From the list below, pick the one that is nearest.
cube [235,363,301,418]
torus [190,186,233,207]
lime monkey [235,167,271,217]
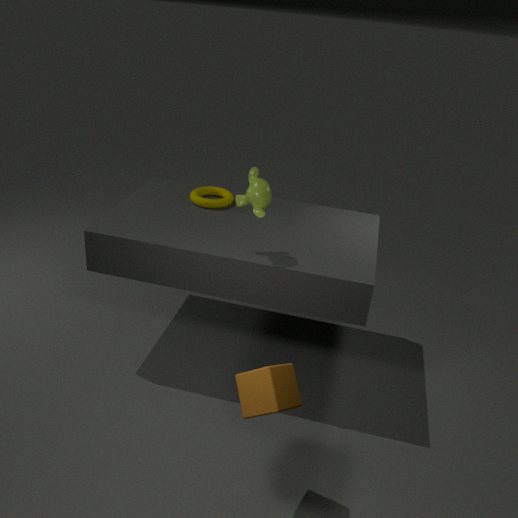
cube [235,363,301,418]
